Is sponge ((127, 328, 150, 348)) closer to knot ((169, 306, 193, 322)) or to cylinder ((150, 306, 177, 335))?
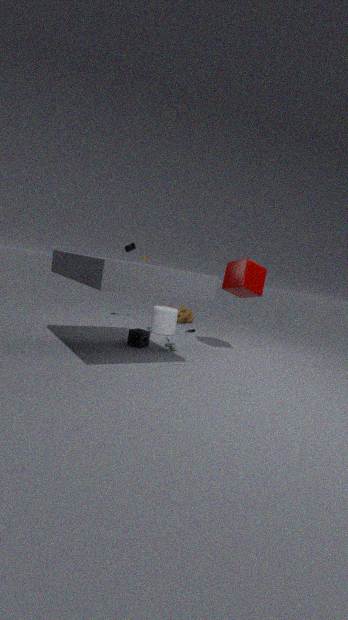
cylinder ((150, 306, 177, 335))
